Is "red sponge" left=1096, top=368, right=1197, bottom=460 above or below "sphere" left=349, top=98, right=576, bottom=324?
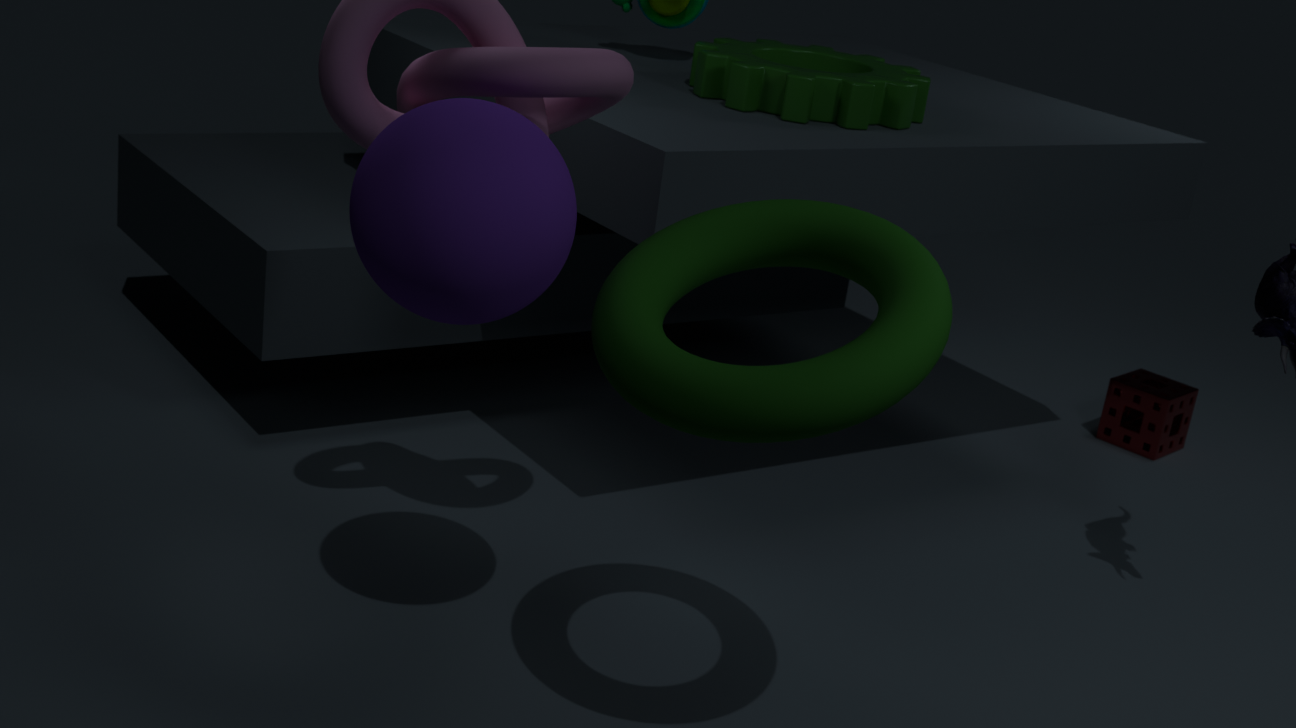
below
